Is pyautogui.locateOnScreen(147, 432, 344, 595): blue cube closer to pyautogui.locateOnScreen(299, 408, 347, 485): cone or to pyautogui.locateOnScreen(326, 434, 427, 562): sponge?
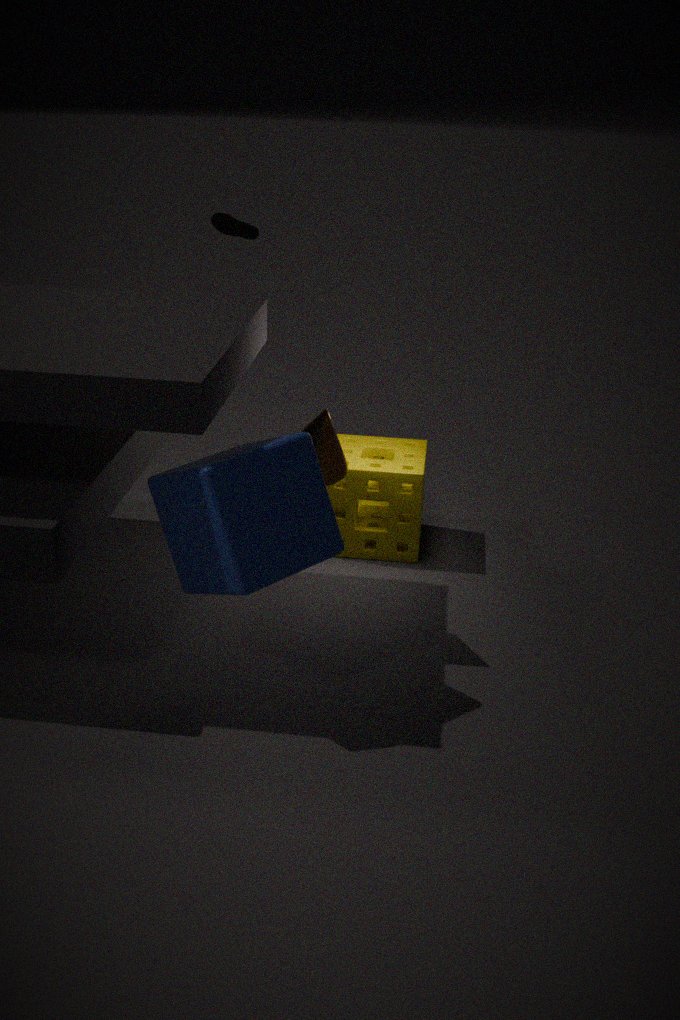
pyautogui.locateOnScreen(299, 408, 347, 485): cone
